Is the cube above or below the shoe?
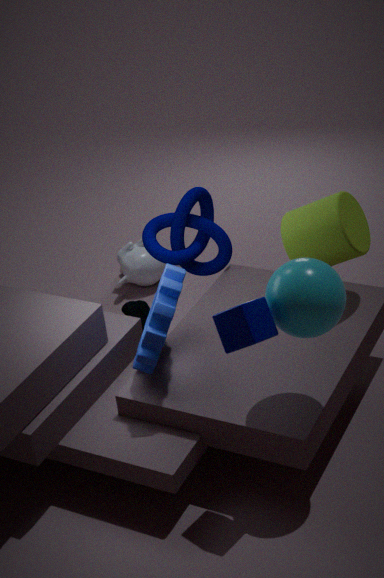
above
